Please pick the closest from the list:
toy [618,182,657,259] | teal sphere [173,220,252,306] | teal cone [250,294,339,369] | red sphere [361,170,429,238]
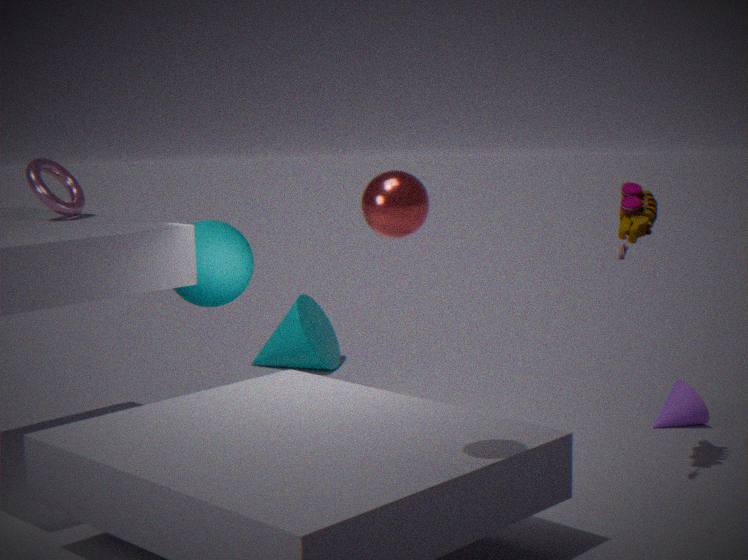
red sphere [361,170,429,238]
